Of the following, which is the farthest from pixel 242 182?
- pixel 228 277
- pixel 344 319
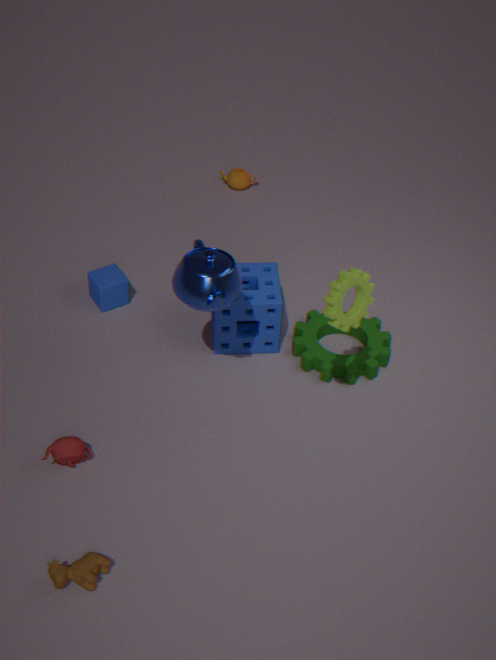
pixel 344 319
